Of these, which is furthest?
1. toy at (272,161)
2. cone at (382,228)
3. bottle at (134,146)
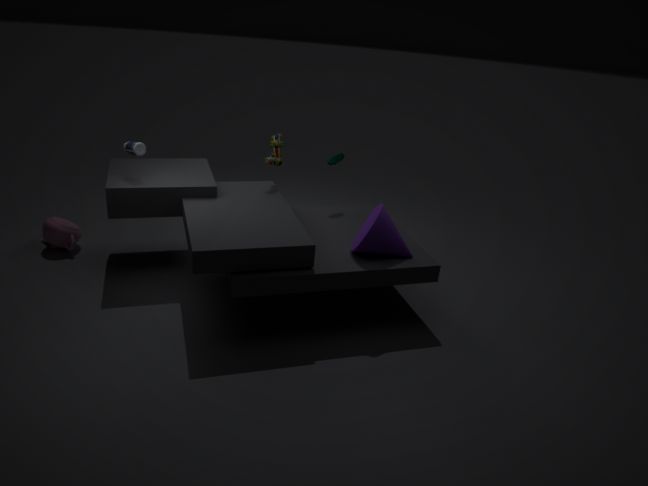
toy at (272,161)
